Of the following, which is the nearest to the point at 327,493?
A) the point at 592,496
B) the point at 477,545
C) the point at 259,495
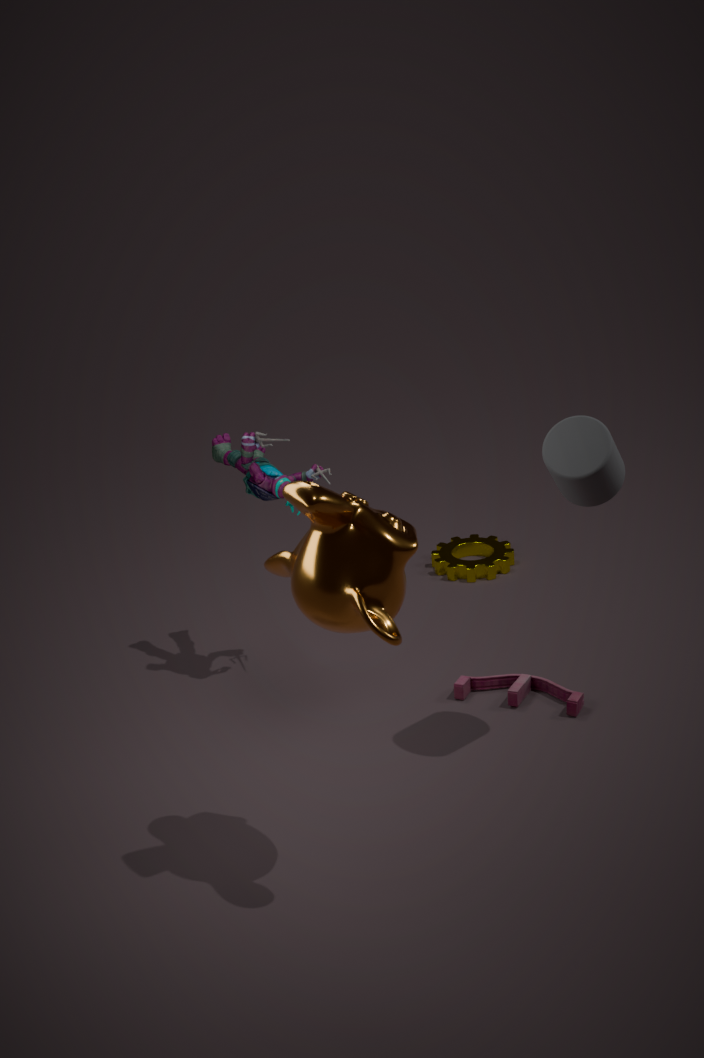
the point at 592,496
